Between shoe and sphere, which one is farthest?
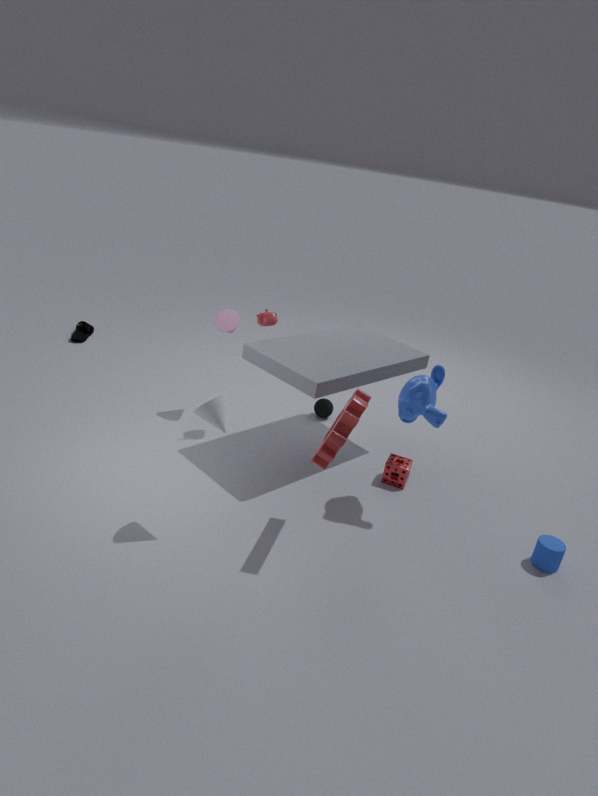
shoe
